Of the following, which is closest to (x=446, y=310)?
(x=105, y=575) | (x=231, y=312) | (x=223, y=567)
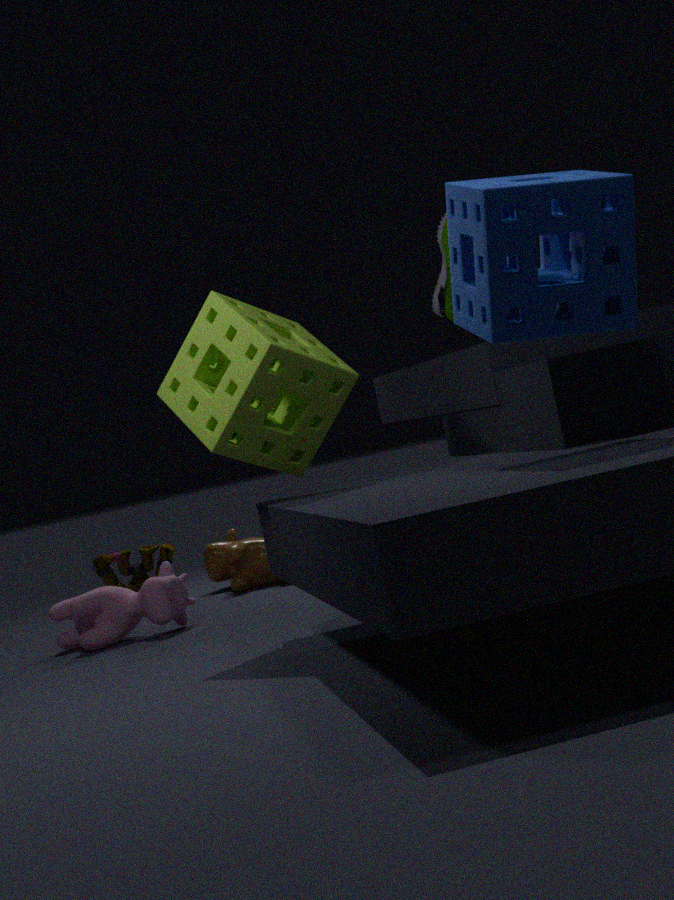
(x=231, y=312)
